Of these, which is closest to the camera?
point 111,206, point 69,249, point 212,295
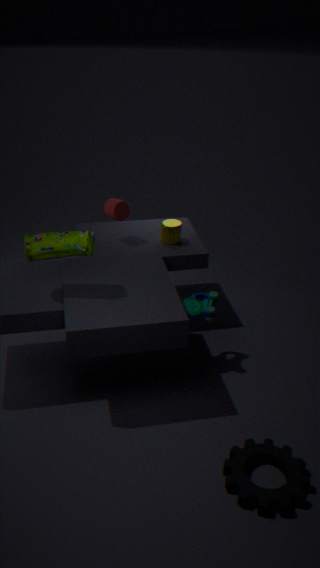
point 69,249
